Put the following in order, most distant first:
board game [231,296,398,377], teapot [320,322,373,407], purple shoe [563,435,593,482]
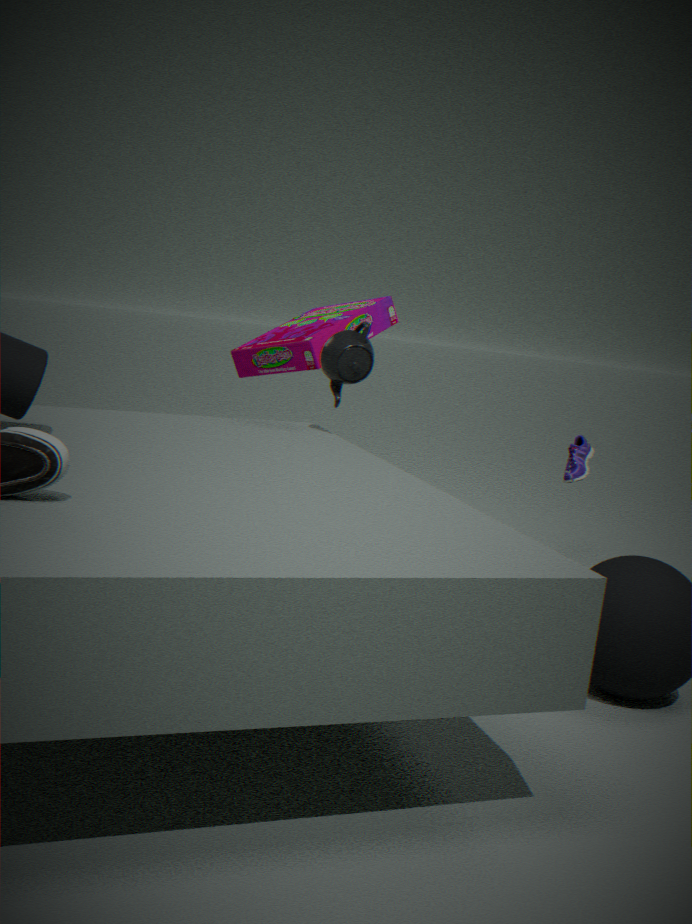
board game [231,296,398,377] < purple shoe [563,435,593,482] < teapot [320,322,373,407]
